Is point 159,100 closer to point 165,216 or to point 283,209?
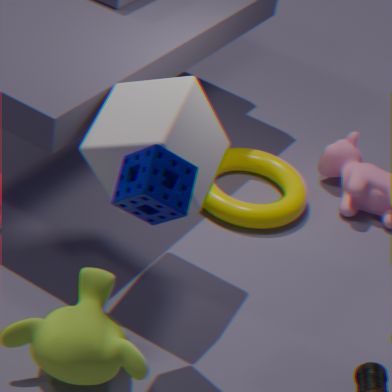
point 165,216
